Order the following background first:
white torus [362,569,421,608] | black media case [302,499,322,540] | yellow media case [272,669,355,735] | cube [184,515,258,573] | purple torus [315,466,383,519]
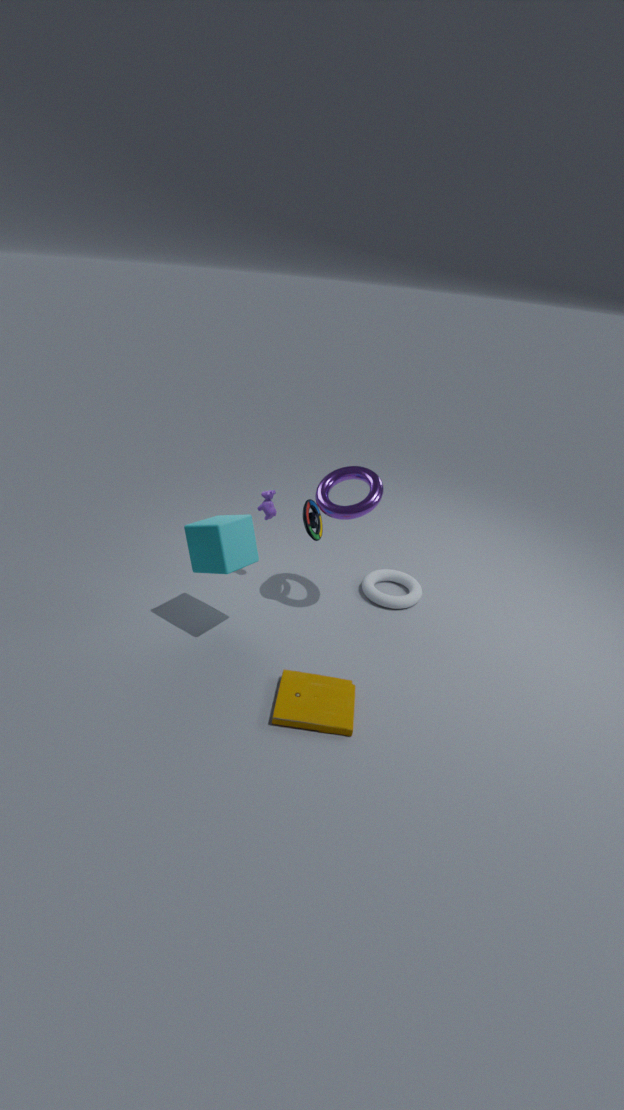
white torus [362,569,421,608], black media case [302,499,322,540], purple torus [315,466,383,519], cube [184,515,258,573], yellow media case [272,669,355,735]
